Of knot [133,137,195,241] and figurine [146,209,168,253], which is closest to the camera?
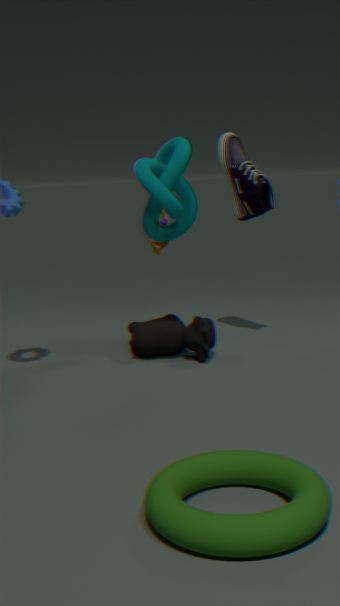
knot [133,137,195,241]
